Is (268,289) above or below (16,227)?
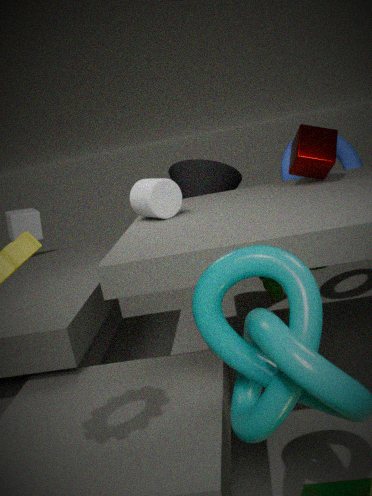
below
